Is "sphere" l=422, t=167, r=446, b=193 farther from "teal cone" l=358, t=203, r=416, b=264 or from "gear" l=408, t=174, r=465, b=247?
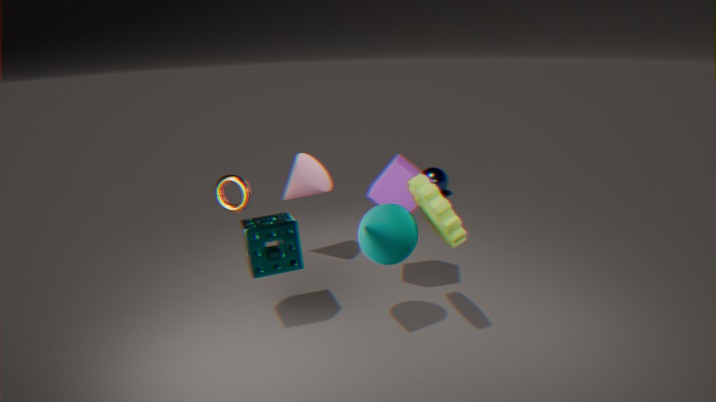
"teal cone" l=358, t=203, r=416, b=264
